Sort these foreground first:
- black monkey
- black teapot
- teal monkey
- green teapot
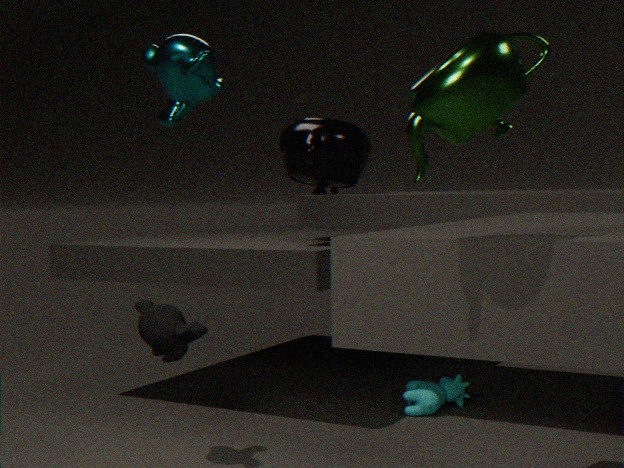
1. green teapot
2. teal monkey
3. black monkey
4. black teapot
